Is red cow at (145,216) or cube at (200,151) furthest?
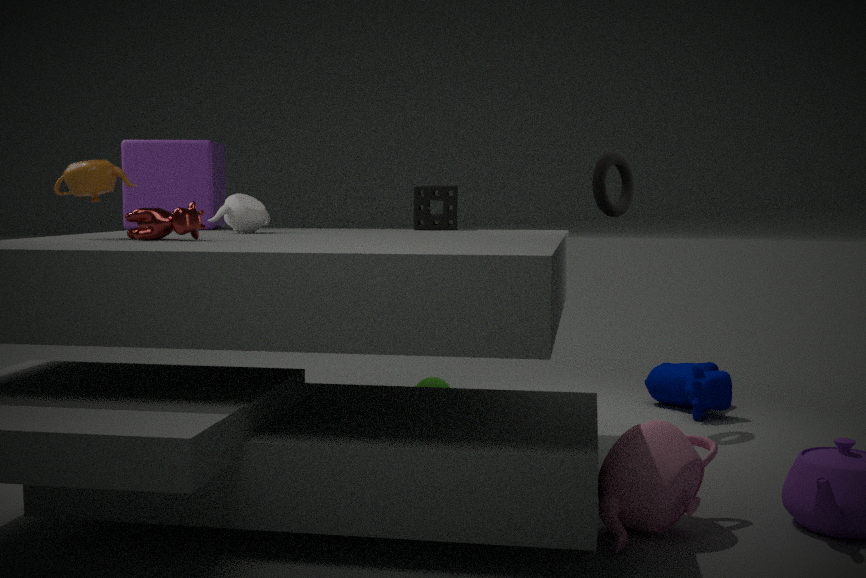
cube at (200,151)
